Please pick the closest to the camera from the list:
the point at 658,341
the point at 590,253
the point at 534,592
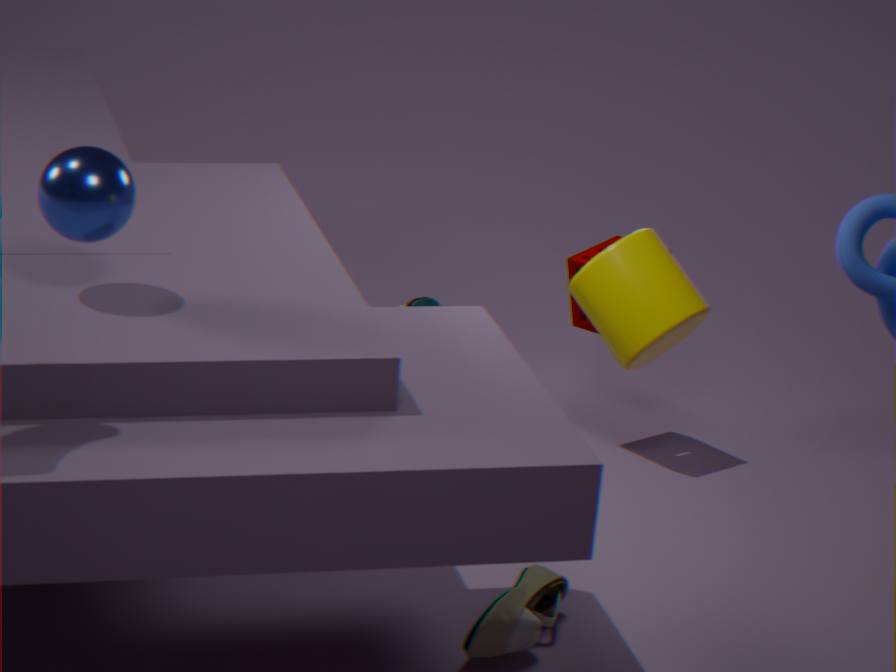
the point at 658,341
